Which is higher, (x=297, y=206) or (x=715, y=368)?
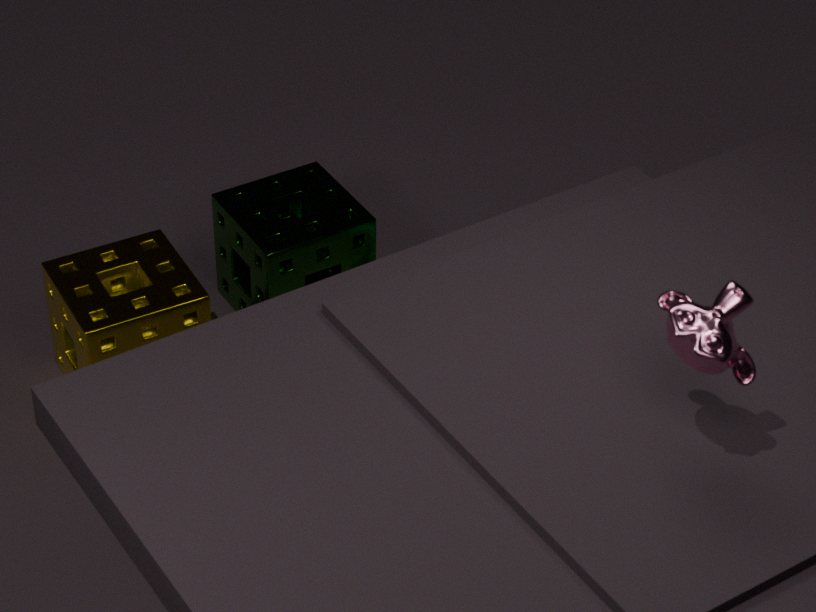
(x=715, y=368)
